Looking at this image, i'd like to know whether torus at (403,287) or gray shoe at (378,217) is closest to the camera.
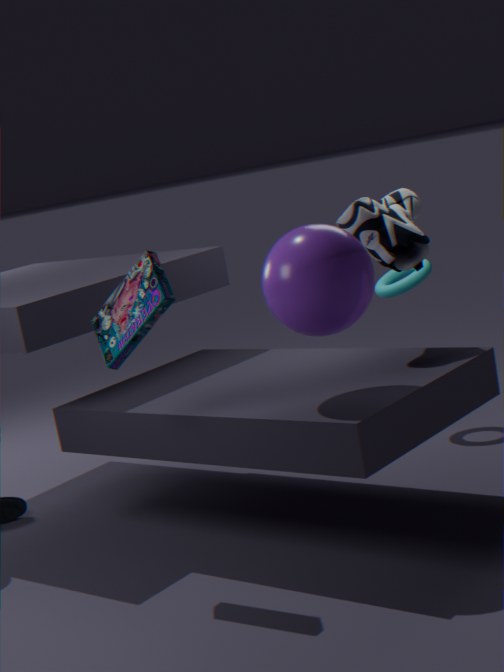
gray shoe at (378,217)
